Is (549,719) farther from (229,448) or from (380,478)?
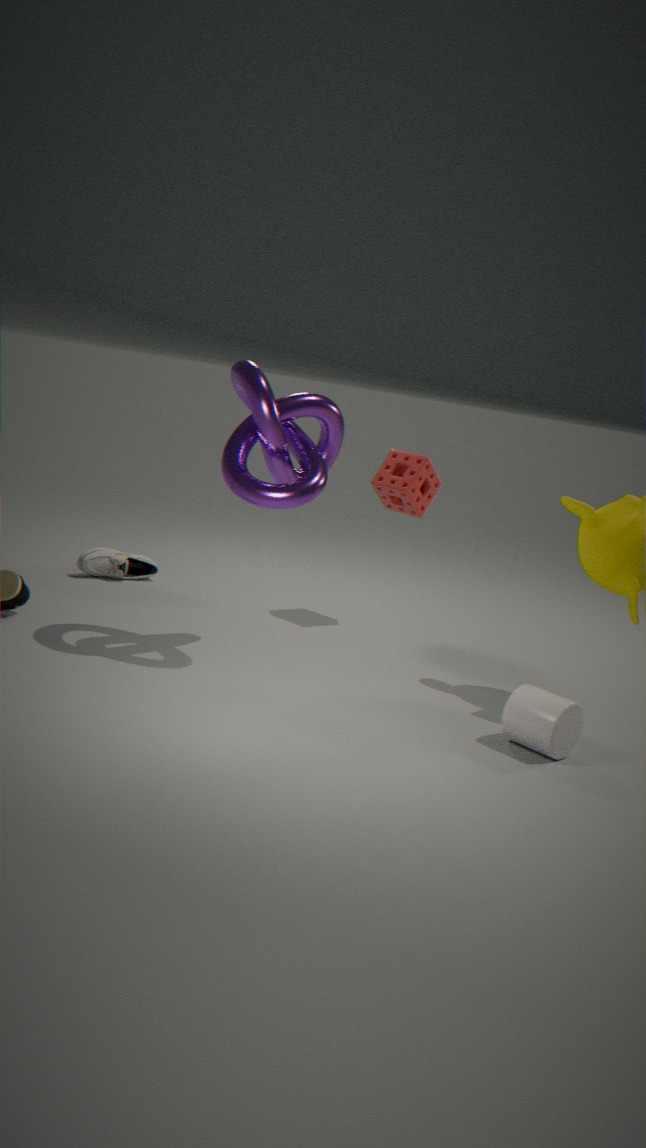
(380,478)
